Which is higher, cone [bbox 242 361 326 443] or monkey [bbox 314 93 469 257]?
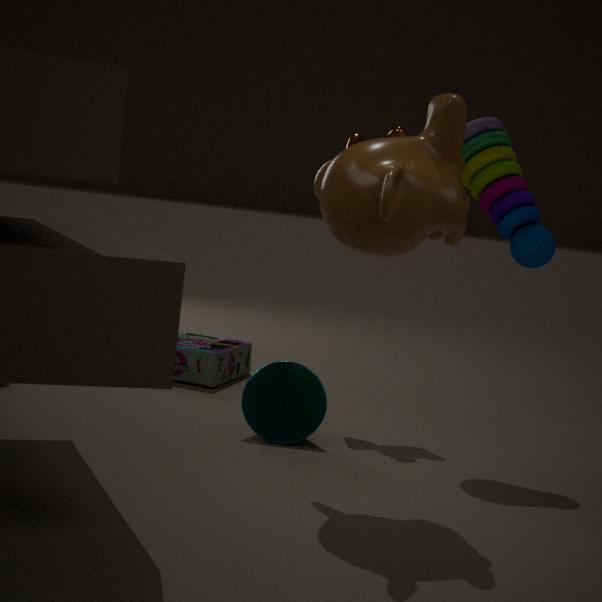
monkey [bbox 314 93 469 257]
